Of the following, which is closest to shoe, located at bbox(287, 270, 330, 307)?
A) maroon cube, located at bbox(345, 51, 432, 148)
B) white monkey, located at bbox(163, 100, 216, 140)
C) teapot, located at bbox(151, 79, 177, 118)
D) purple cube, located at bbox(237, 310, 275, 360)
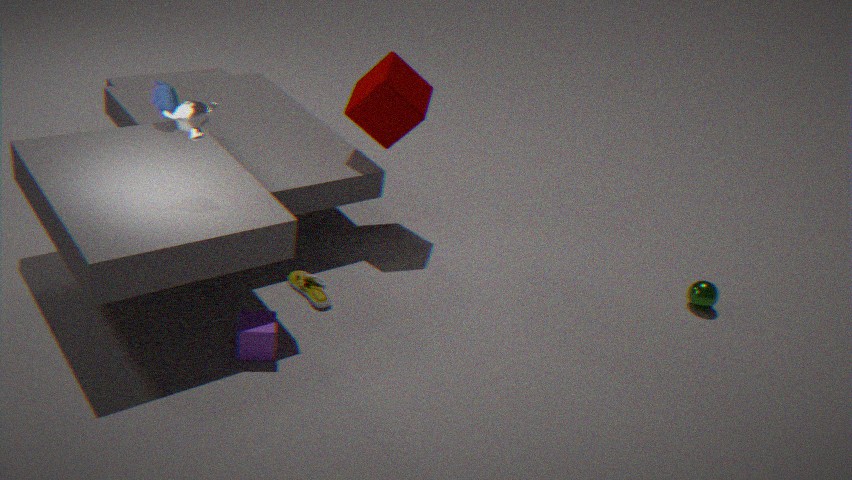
purple cube, located at bbox(237, 310, 275, 360)
